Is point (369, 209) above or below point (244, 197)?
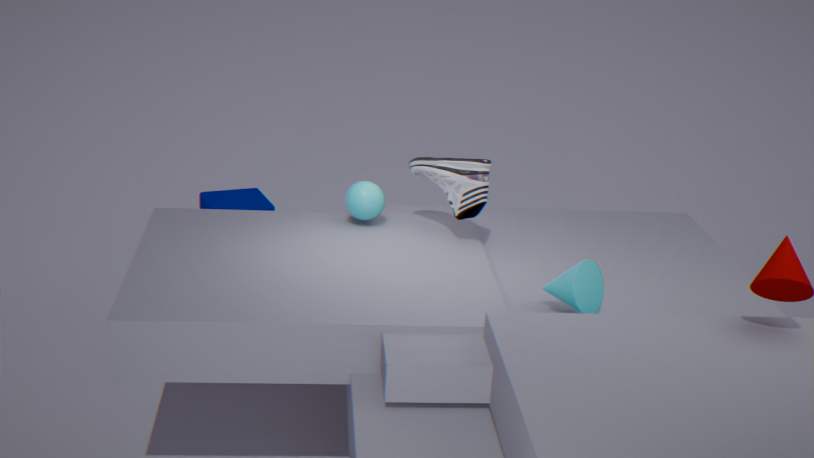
above
